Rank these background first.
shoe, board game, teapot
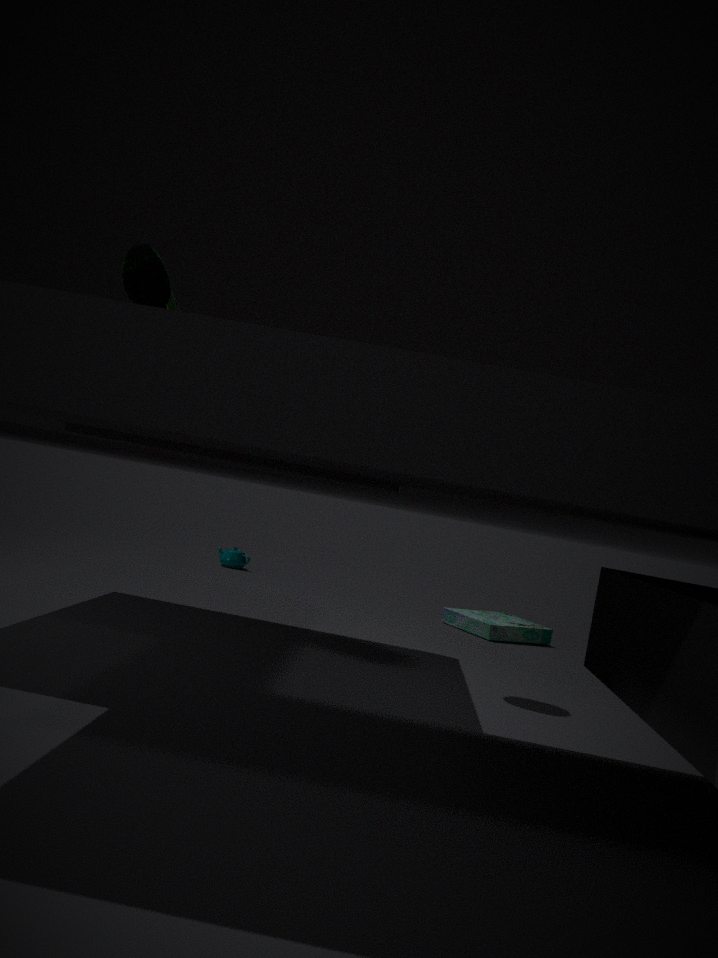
teapot
board game
shoe
